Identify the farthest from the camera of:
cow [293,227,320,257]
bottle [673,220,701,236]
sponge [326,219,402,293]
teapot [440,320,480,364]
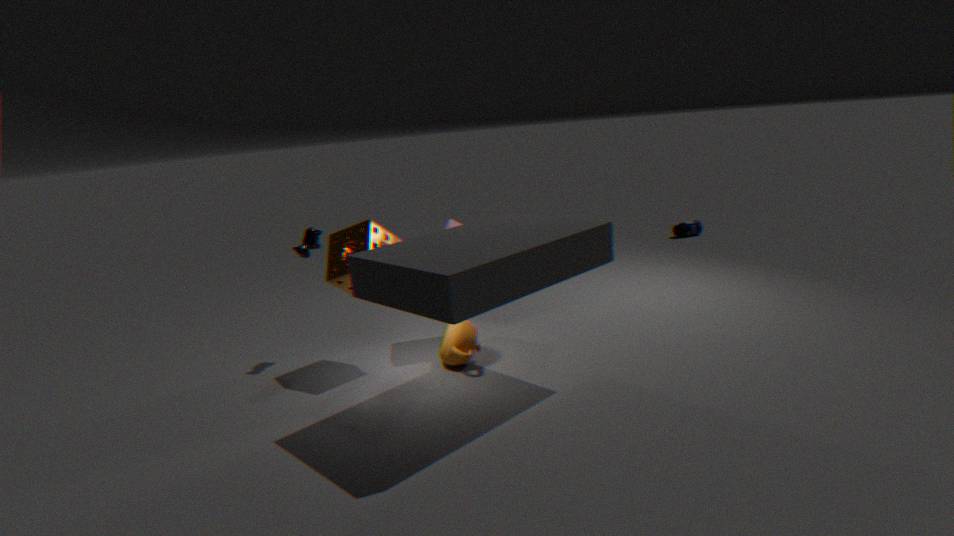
bottle [673,220,701,236]
